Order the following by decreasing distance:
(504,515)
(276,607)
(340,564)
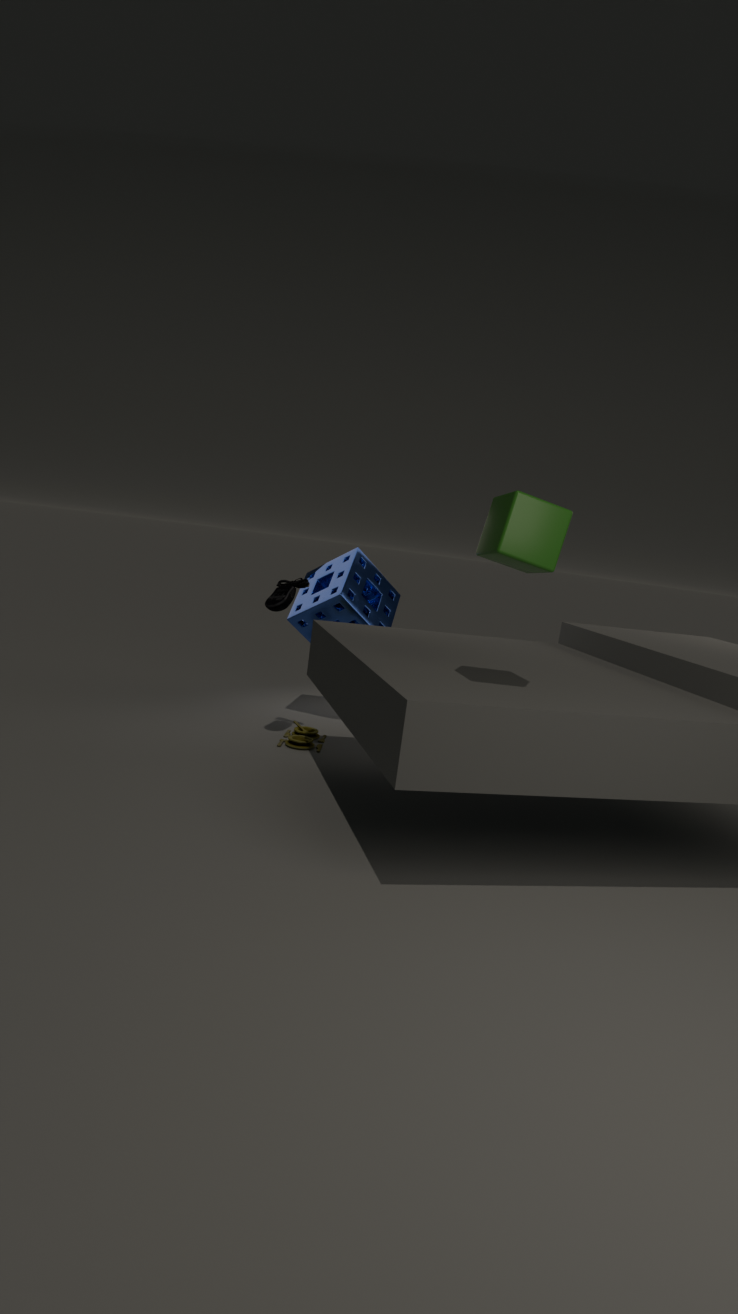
(340,564) < (276,607) < (504,515)
